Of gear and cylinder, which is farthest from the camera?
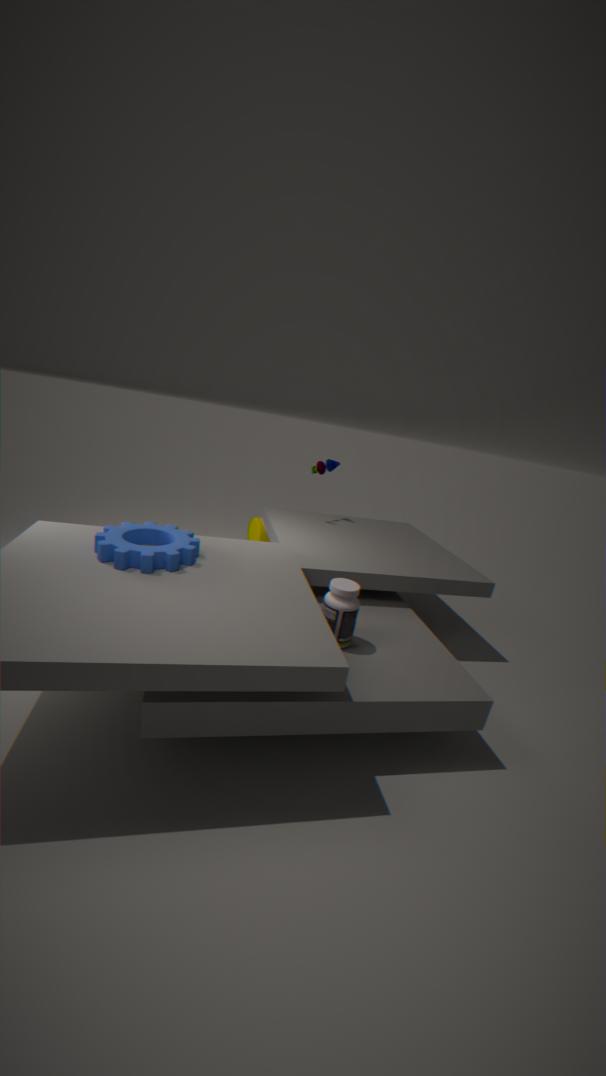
cylinder
